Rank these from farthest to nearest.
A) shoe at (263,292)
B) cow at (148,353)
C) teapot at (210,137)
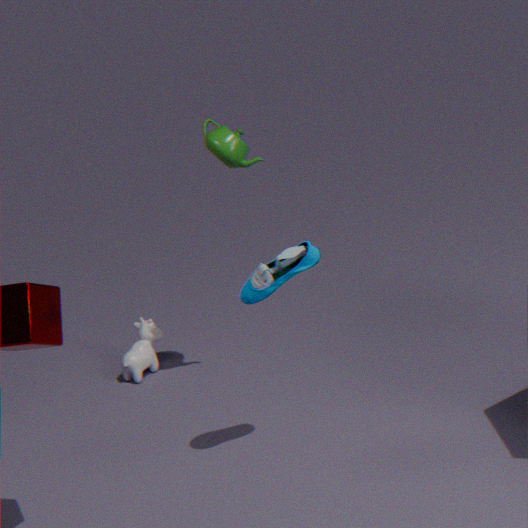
1. cow at (148,353)
2. teapot at (210,137)
3. shoe at (263,292)
